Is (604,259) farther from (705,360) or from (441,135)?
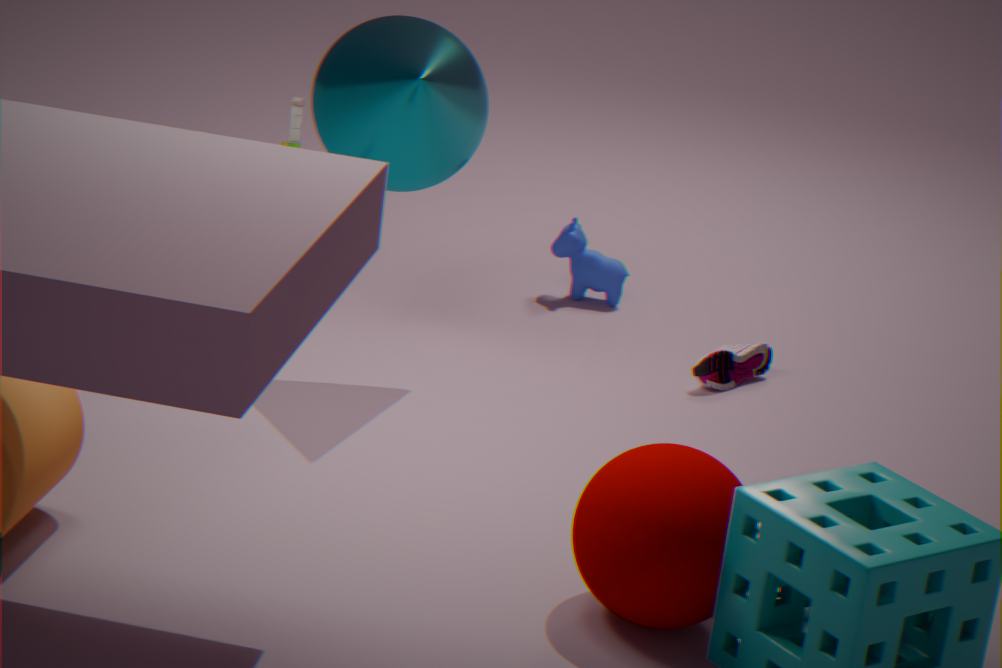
Answer: (441,135)
